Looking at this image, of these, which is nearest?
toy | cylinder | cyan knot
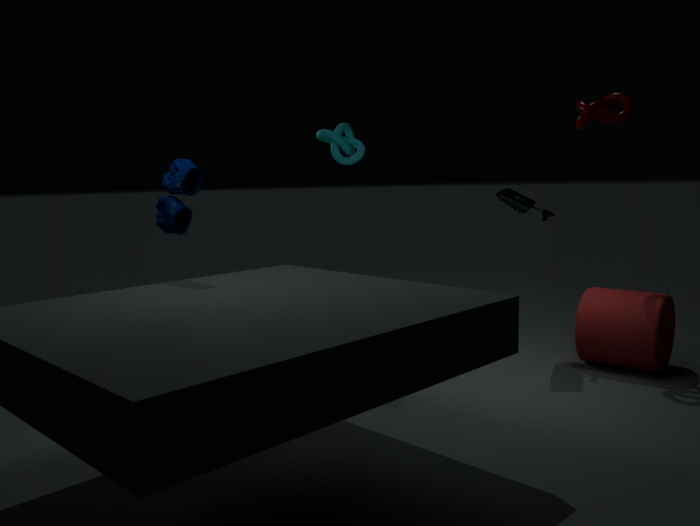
toy
